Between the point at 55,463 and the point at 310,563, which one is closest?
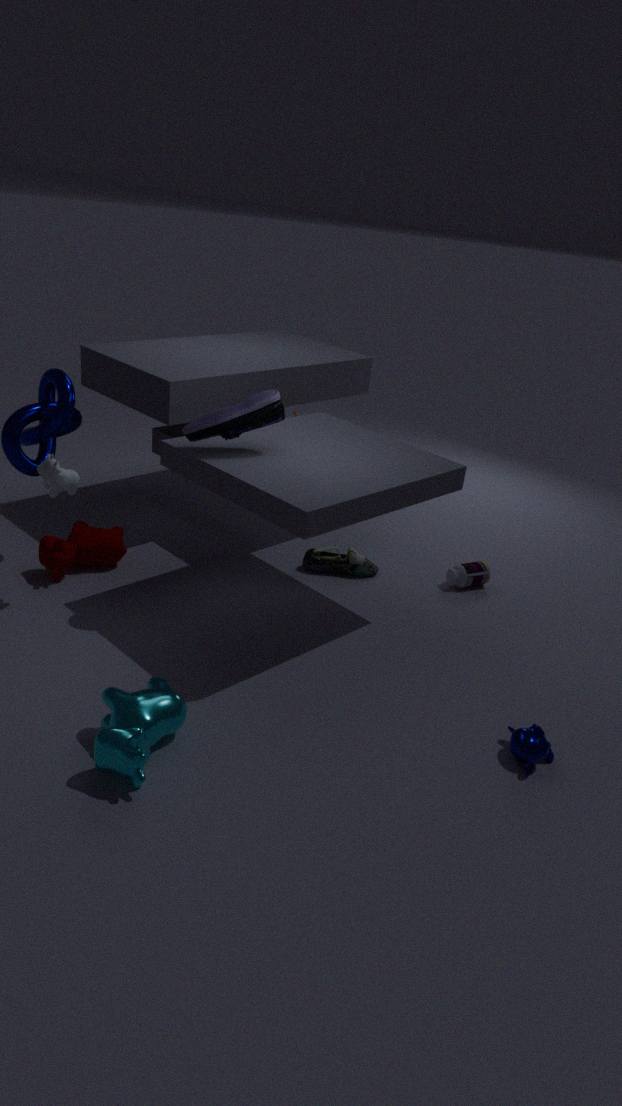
the point at 55,463
